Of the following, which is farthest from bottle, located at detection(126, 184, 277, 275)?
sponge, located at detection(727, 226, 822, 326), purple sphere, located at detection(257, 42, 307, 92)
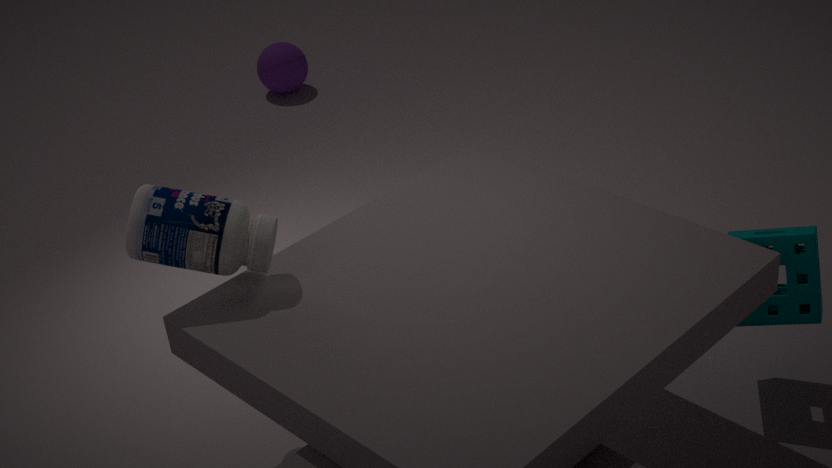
purple sphere, located at detection(257, 42, 307, 92)
